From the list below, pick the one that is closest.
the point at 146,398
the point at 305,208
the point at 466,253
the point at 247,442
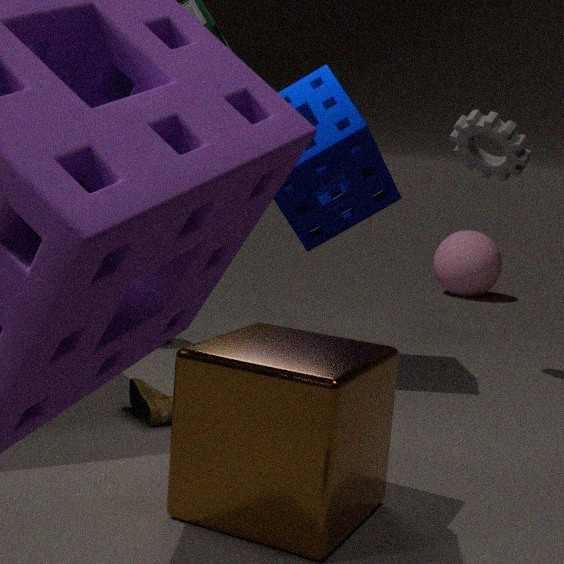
the point at 247,442
